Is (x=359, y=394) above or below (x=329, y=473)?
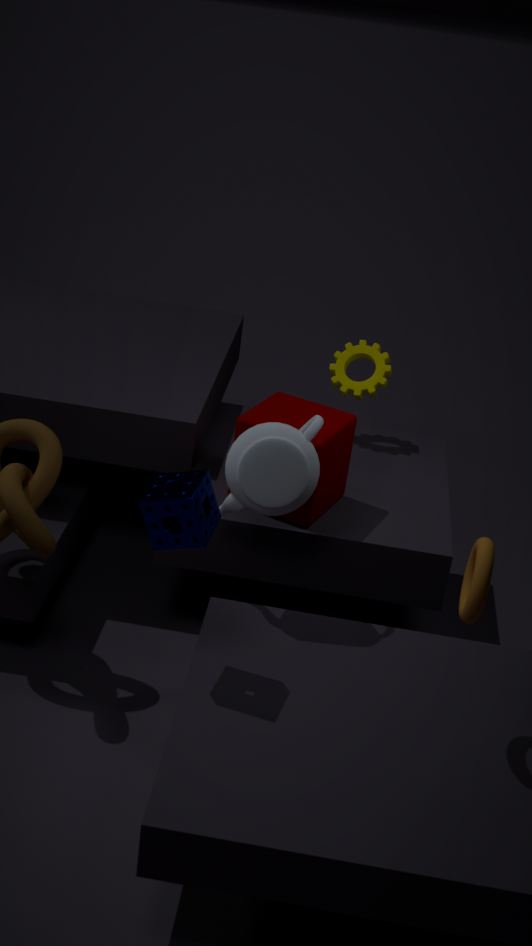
above
